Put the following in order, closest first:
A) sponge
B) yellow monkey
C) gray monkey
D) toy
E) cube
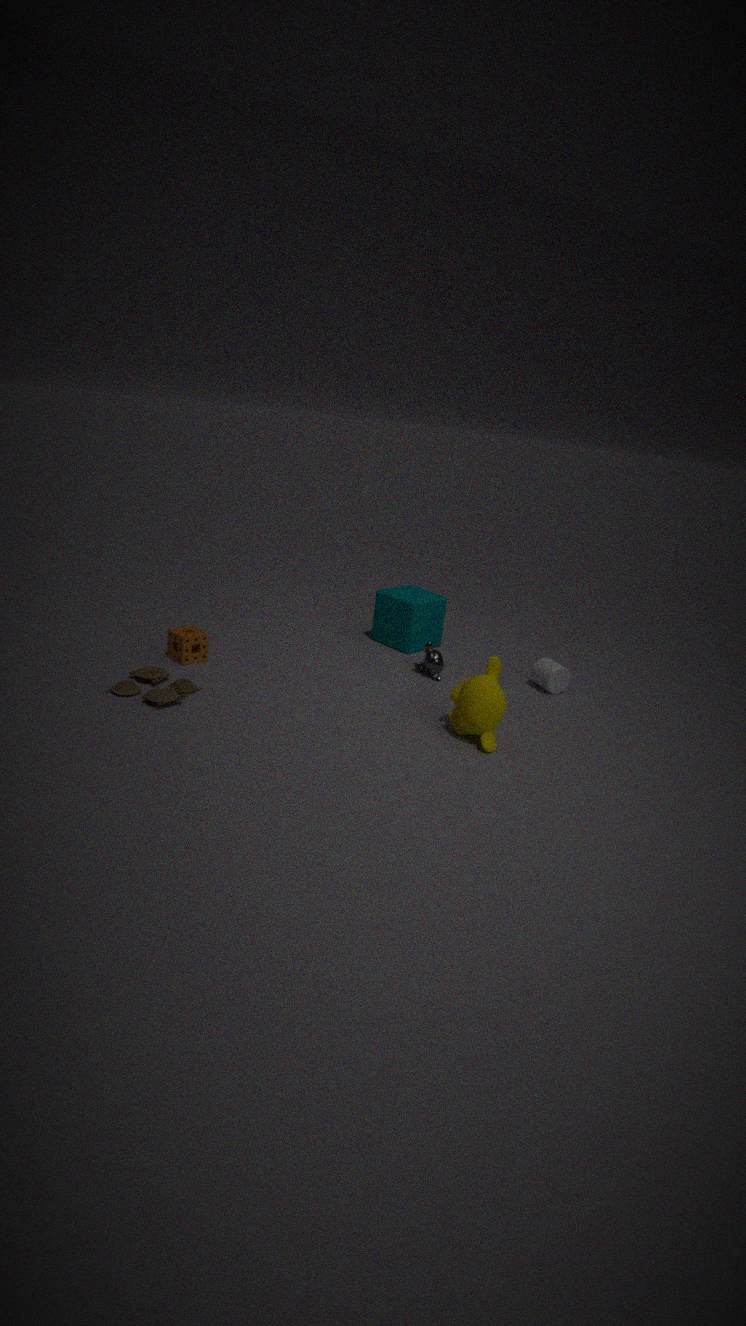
1. yellow monkey
2. toy
3. sponge
4. gray monkey
5. cube
